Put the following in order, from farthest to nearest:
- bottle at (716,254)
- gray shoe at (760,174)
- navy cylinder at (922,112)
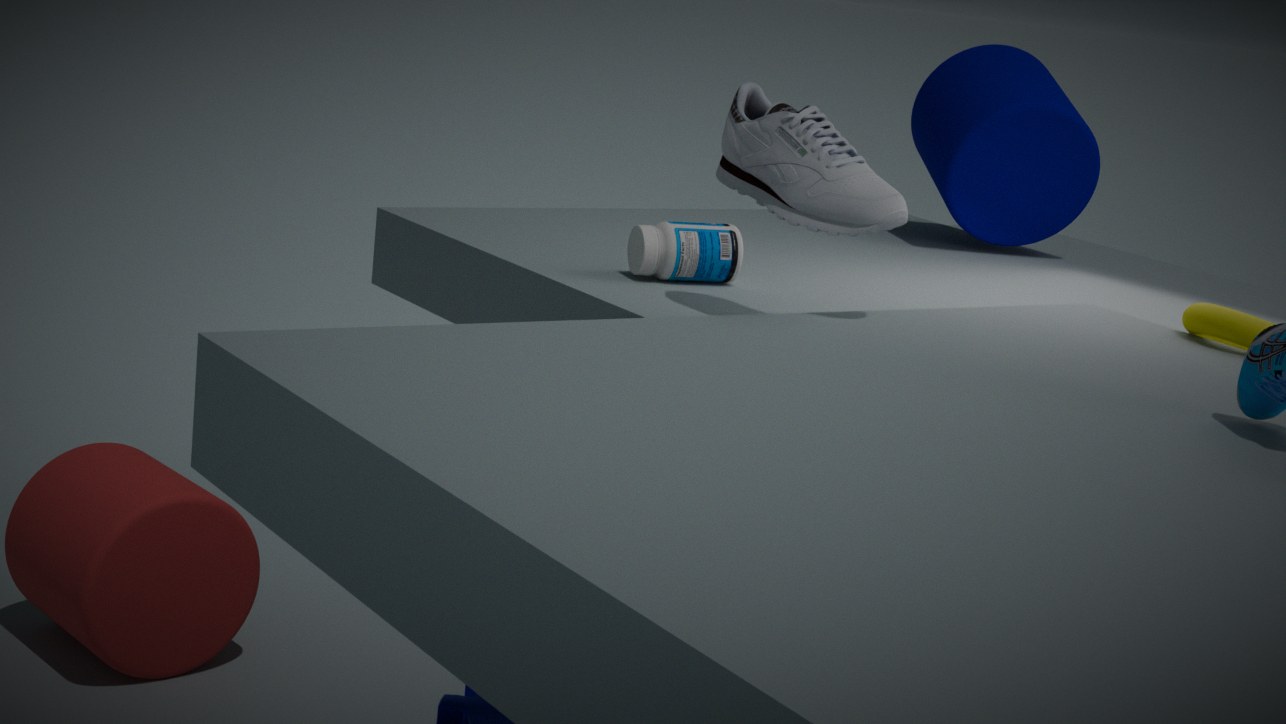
1. navy cylinder at (922,112)
2. bottle at (716,254)
3. gray shoe at (760,174)
